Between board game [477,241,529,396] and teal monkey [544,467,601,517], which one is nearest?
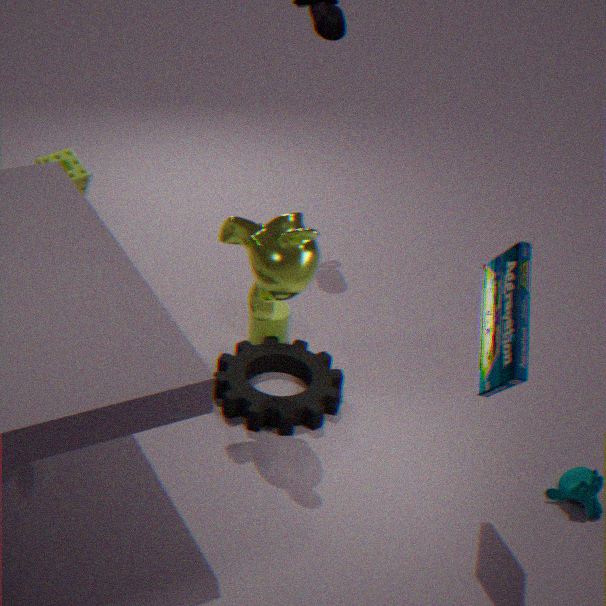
board game [477,241,529,396]
